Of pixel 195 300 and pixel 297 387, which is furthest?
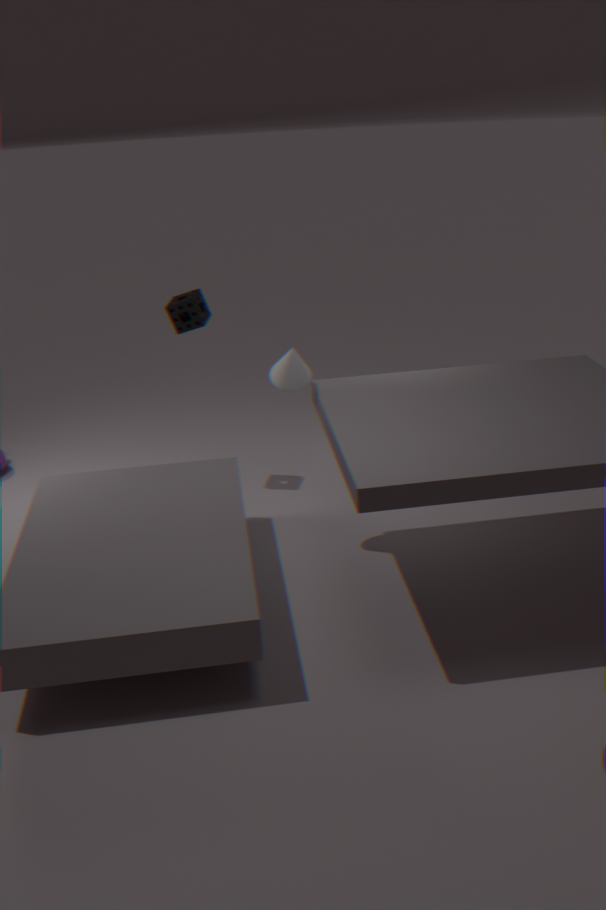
pixel 195 300
